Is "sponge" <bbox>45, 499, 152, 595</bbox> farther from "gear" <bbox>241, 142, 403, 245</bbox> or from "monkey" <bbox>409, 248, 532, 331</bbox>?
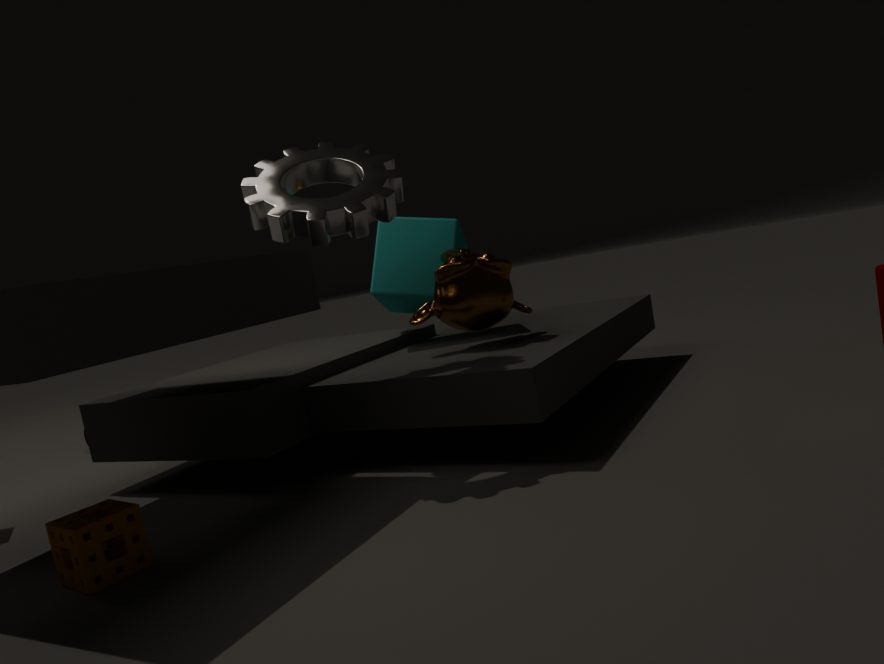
"monkey" <bbox>409, 248, 532, 331</bbox>
